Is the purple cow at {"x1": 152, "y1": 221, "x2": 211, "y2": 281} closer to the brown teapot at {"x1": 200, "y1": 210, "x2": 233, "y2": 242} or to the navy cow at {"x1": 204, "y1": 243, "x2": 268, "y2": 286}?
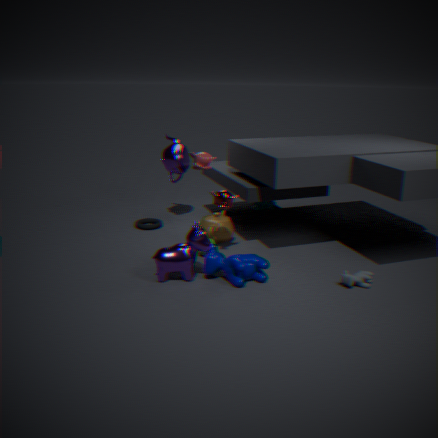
the navy cow at {"x1": 204, "y1": 243, "x2": 268, "y2": 286}
